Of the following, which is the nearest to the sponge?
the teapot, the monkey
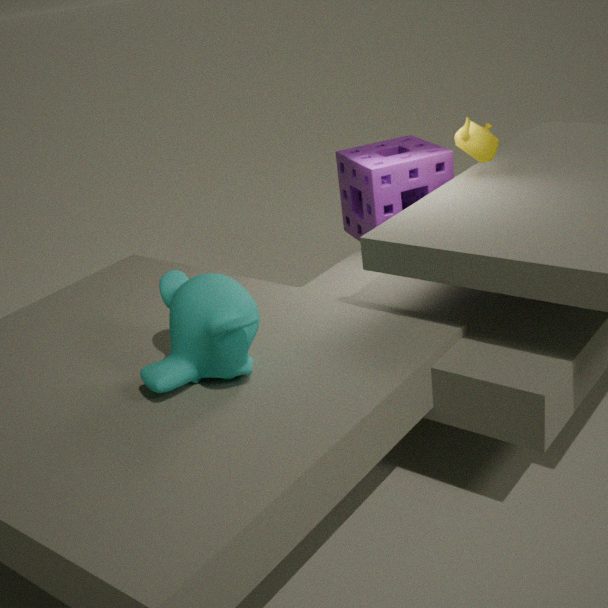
the teapot
